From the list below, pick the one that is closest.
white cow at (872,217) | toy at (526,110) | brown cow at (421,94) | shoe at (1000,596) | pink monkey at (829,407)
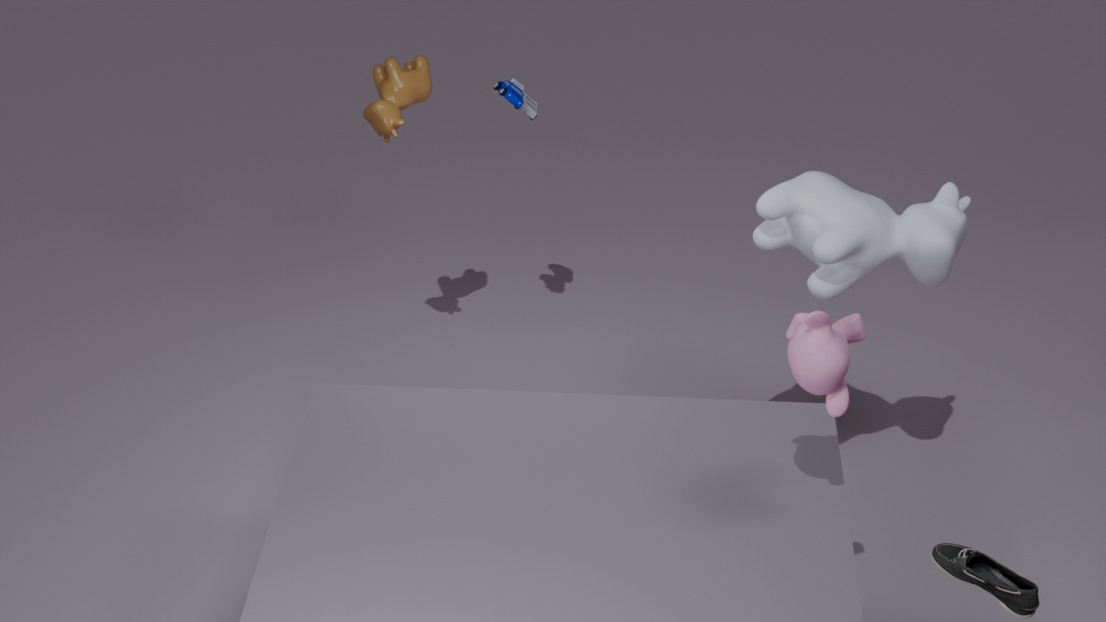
shoe at (1000,596)
